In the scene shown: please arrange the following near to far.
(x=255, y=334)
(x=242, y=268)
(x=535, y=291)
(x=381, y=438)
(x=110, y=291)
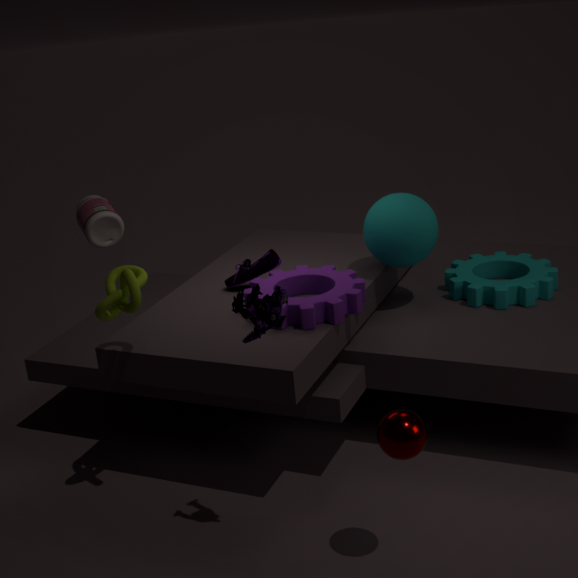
(x=381, y=438), (x=255, y=334), (x=110, y=291), (x=242, y=268), (x=535, y=291)
